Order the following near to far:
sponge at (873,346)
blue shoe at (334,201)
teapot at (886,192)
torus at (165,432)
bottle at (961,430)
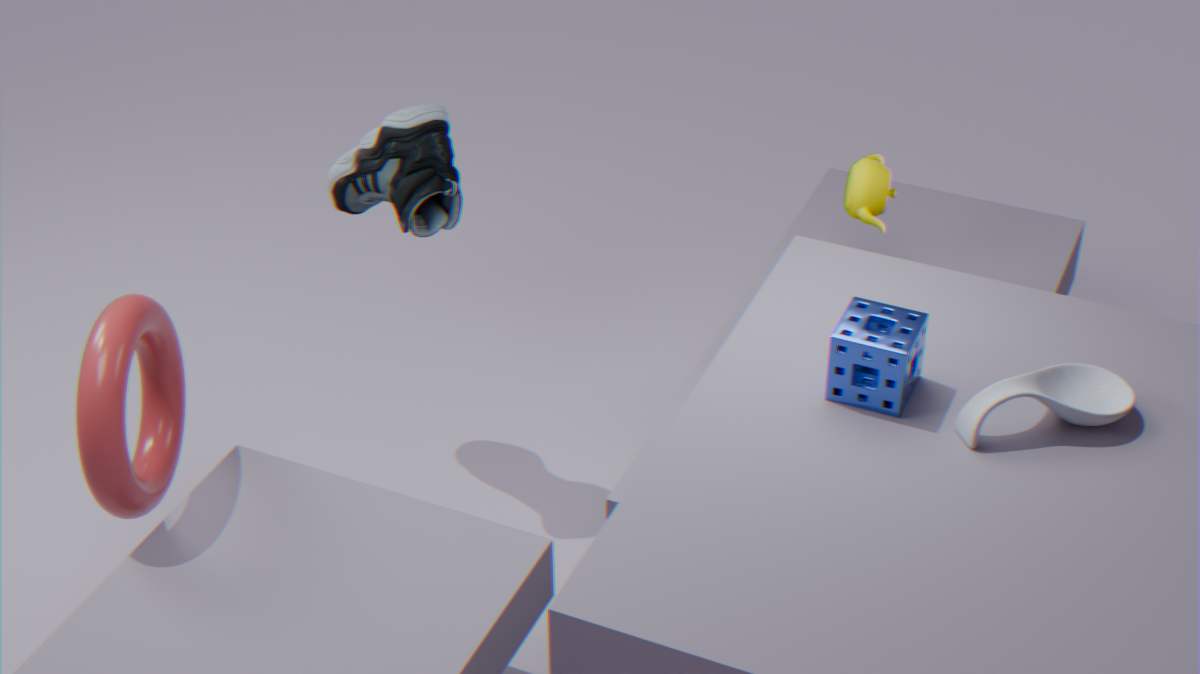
1. bottle at (961,430)
2. torus at (165,432)
3. sponge at (873,346)
4. blue shoe at (334,201)
5. teapot at (886,192)
